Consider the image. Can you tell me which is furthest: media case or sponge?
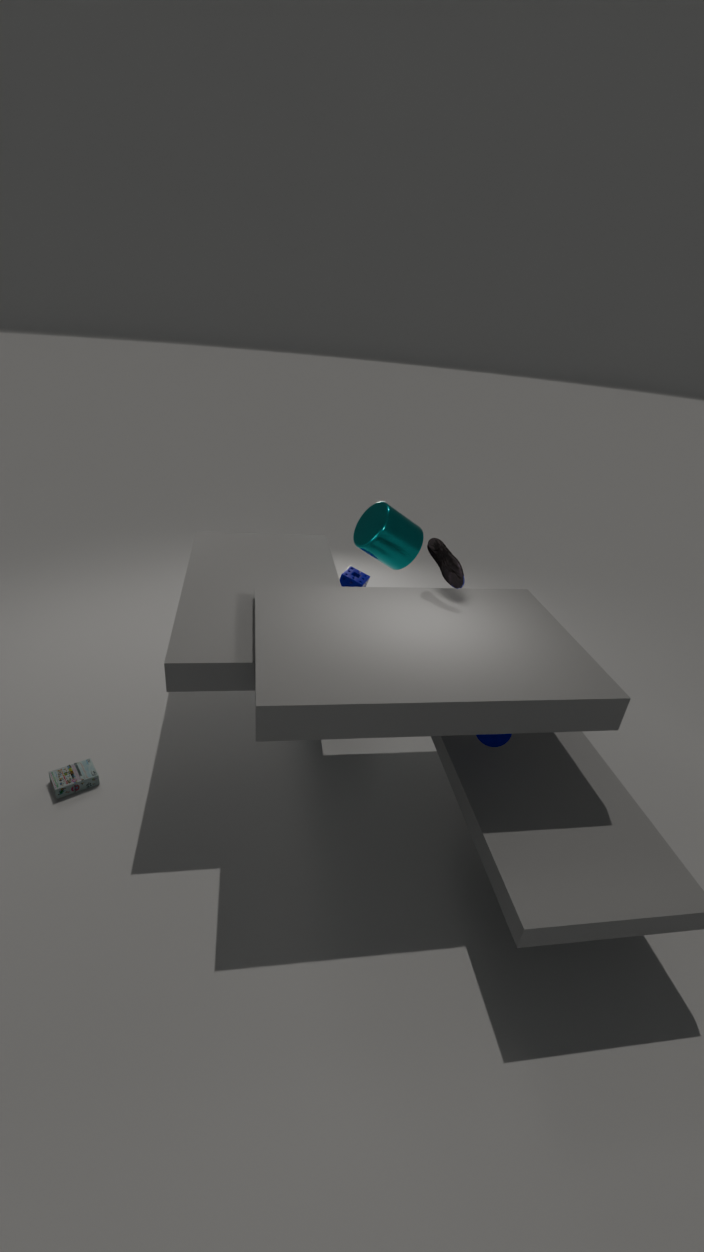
sponge
